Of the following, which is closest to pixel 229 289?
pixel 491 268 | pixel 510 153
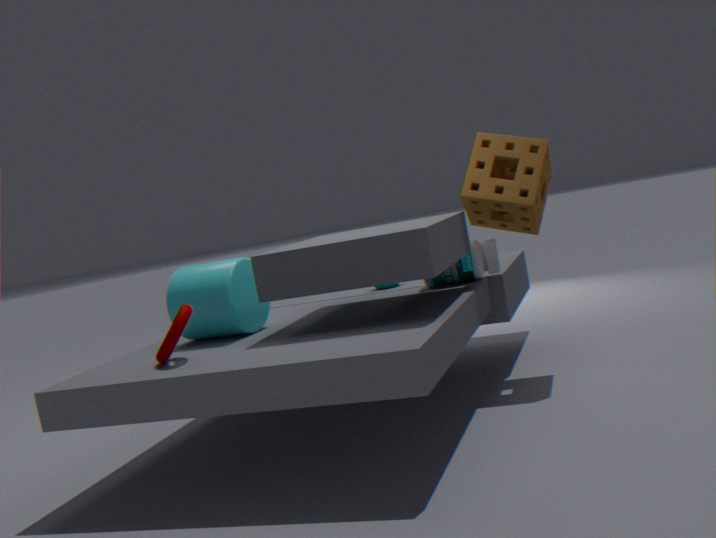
pixel 491 268
